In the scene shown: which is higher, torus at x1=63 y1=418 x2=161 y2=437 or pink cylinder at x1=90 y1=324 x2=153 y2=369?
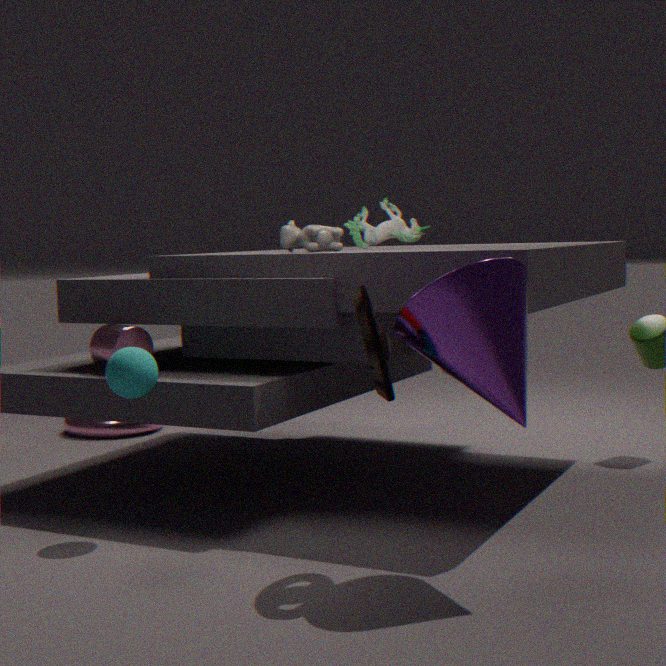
pink cylinder at x1=90 y1=324 x2=153 y2=369
